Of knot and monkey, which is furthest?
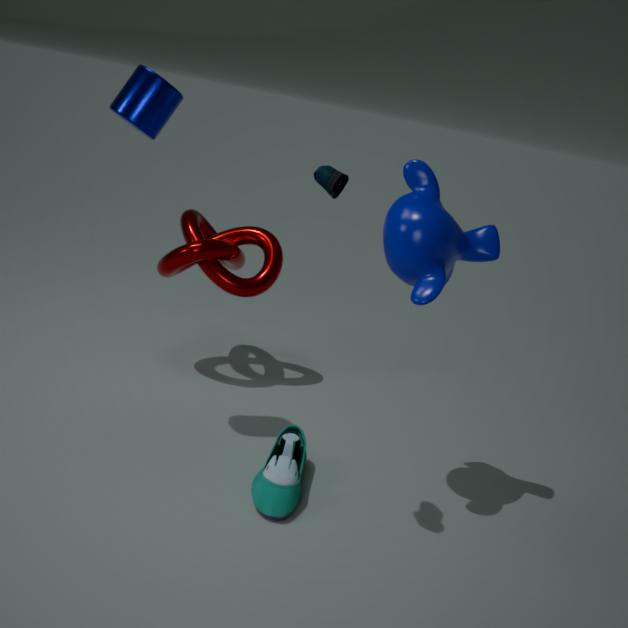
knot
